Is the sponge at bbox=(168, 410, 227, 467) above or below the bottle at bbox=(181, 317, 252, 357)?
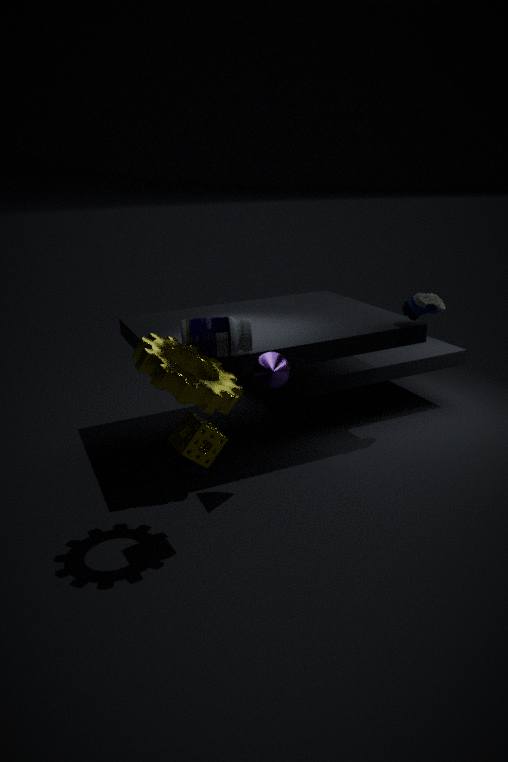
below
